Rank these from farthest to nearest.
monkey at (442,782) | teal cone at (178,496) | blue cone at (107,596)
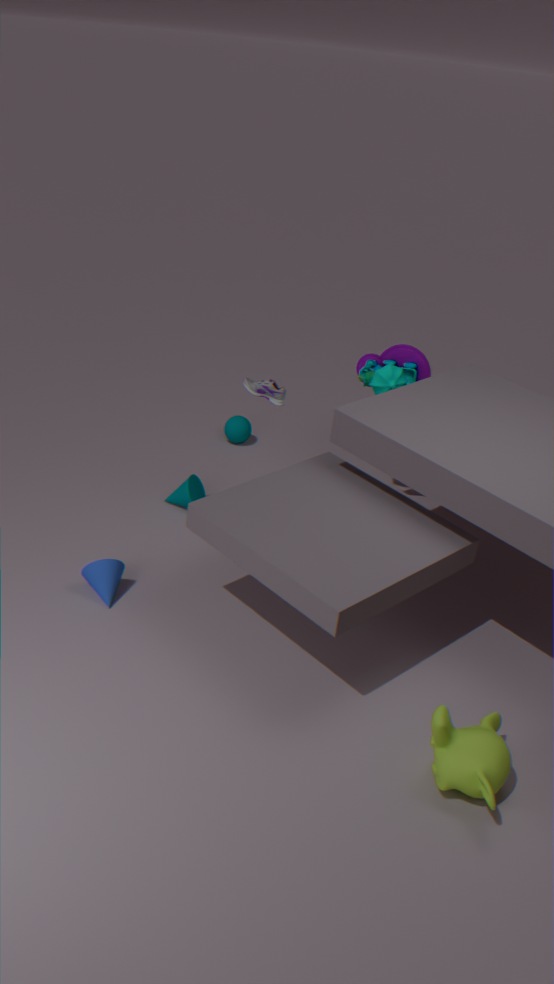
teal cone at (178,496), blue cone at (107,596), monkey at (442,782)
